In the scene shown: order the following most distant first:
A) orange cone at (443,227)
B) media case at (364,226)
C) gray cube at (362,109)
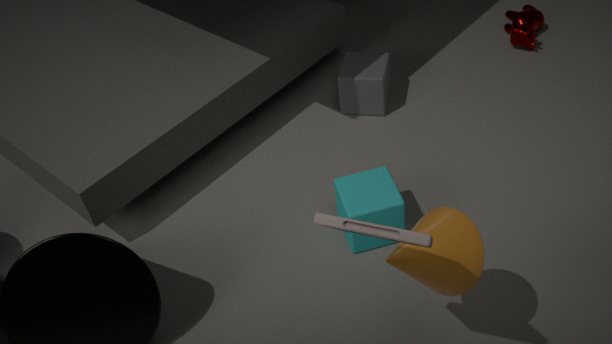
1. gray cube at (362,109)
2. orange cone at (443,227)
3. media case at (364,226)
